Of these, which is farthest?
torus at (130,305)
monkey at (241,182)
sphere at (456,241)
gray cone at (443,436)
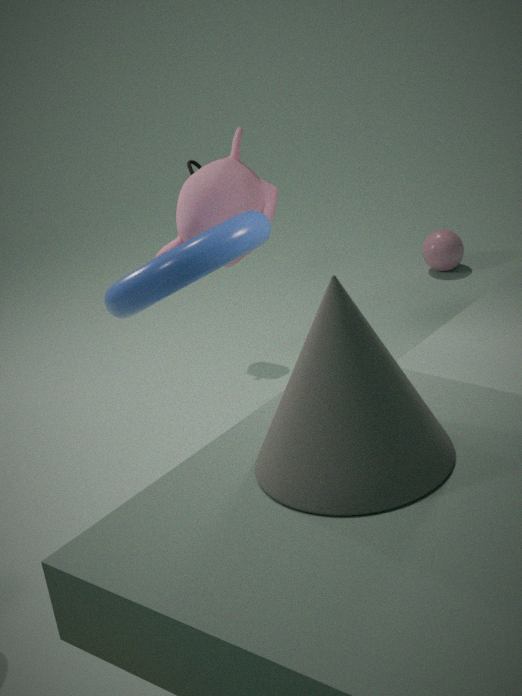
sphere at (456,241)
